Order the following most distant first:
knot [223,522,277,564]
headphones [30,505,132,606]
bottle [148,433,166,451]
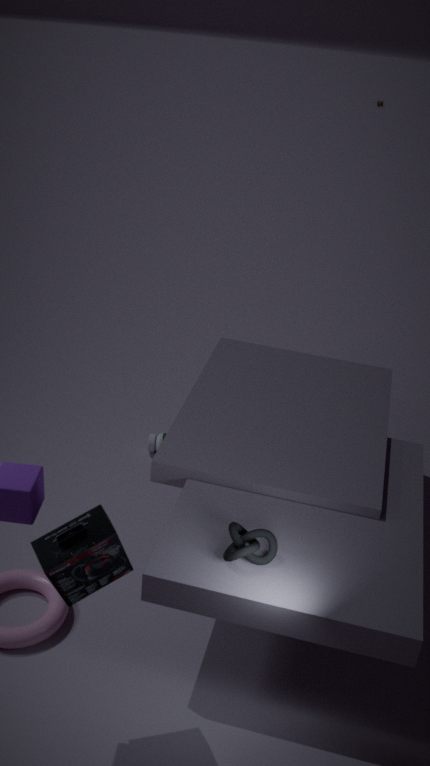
bottle [148,433,166,451] < knot [223,522,277,564] < headphones [30,505,132,606]
